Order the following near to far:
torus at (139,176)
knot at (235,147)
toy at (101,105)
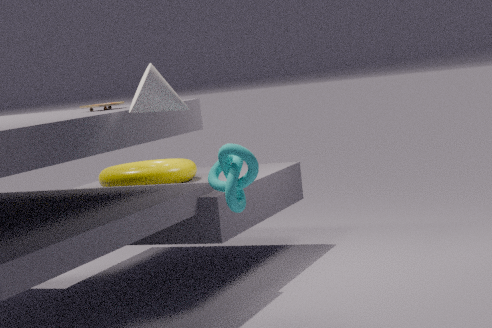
knot at (235,147)
toy at (101,105)
torus at (139,176)
